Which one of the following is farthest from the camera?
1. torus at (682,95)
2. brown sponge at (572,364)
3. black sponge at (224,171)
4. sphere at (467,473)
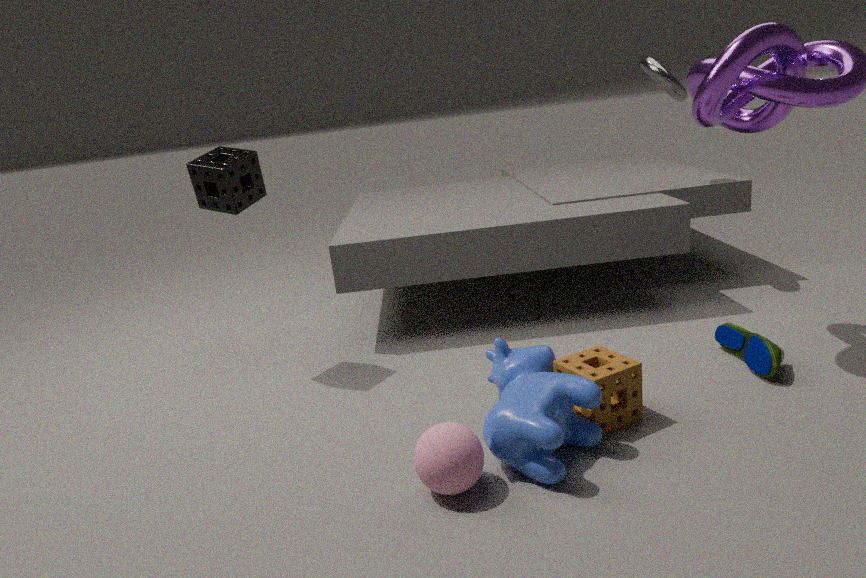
torus at (682,95)
